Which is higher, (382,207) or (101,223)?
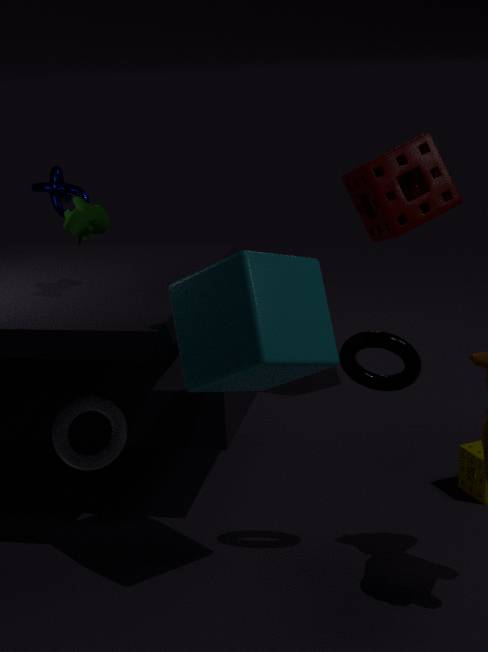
(101,223)
